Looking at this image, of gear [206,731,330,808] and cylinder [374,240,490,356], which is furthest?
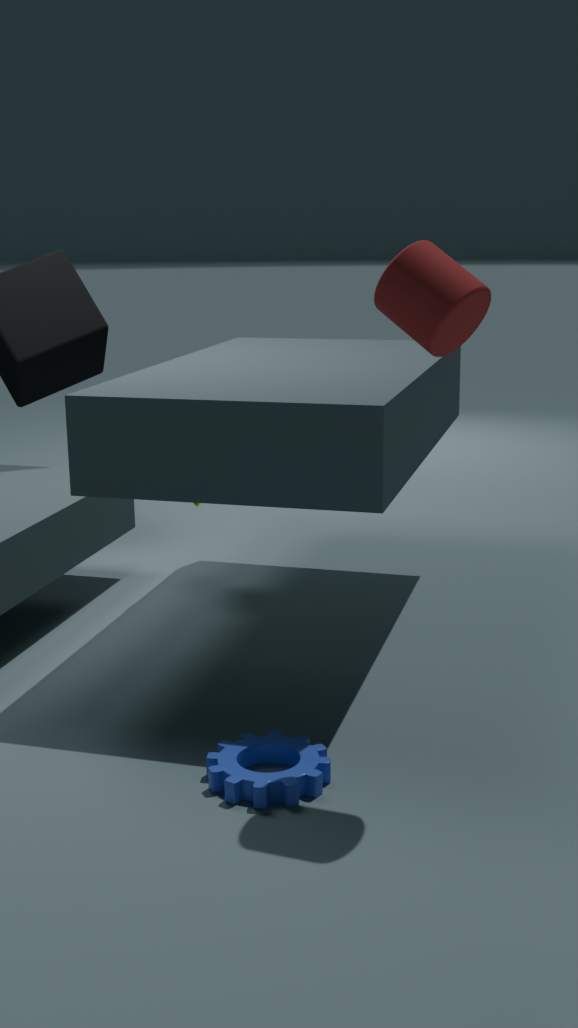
gear [206,731,330,808]
